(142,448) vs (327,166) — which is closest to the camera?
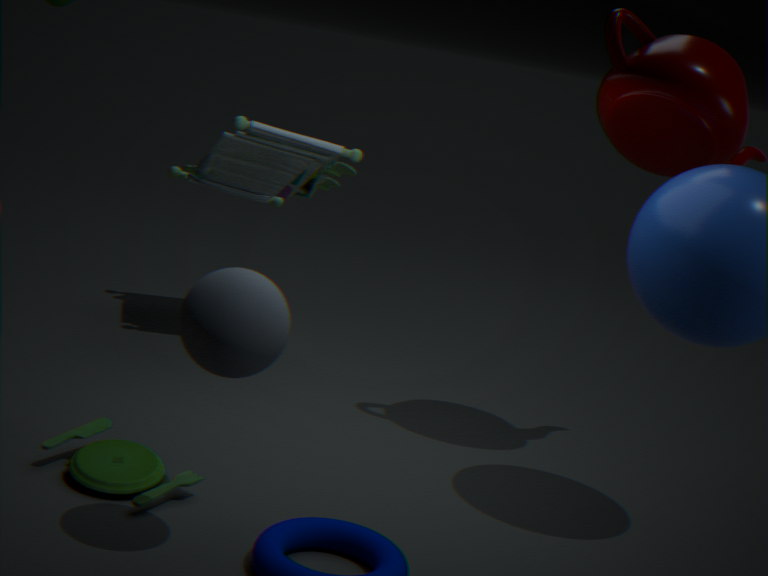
(142,448)
